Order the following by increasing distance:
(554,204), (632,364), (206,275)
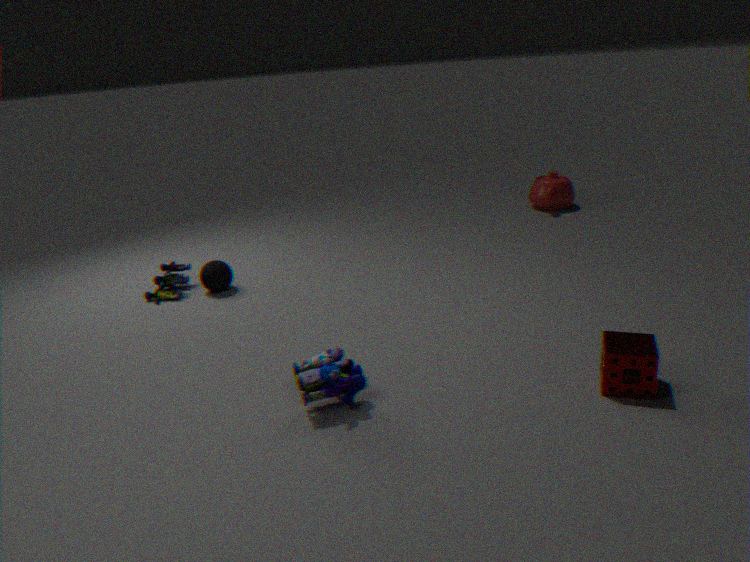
(632,364) → (206,275) → (554,204)
